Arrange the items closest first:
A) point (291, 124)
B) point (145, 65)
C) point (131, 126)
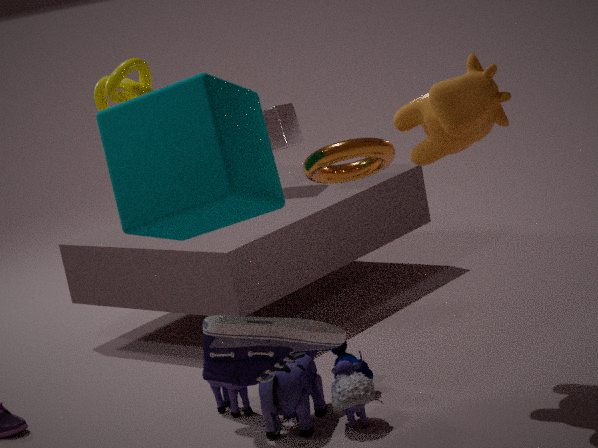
point (131, 126), point (145, 65), point (291, 124)
